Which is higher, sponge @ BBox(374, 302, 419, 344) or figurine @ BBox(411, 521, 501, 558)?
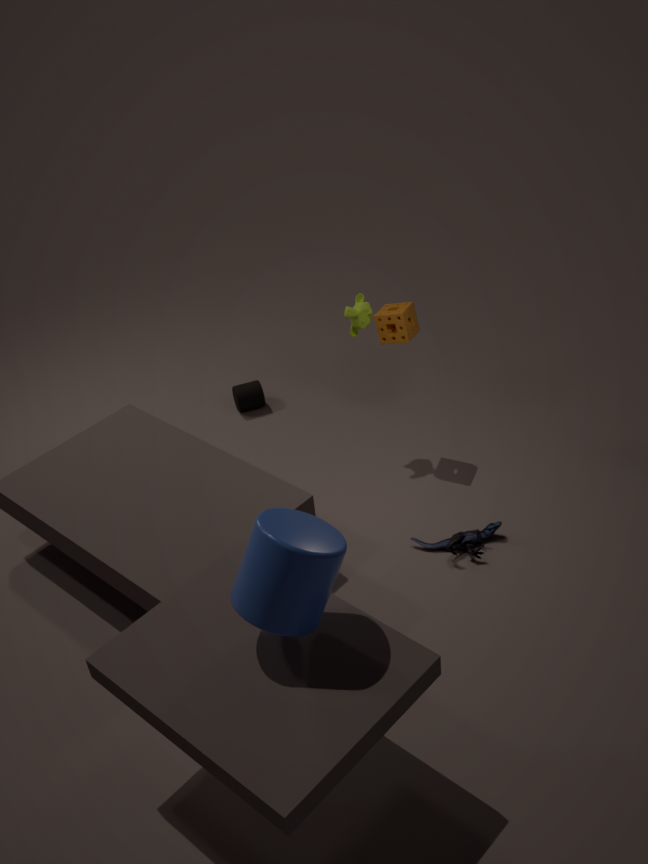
sponge @ BBox(374, 302, 419, 344)
